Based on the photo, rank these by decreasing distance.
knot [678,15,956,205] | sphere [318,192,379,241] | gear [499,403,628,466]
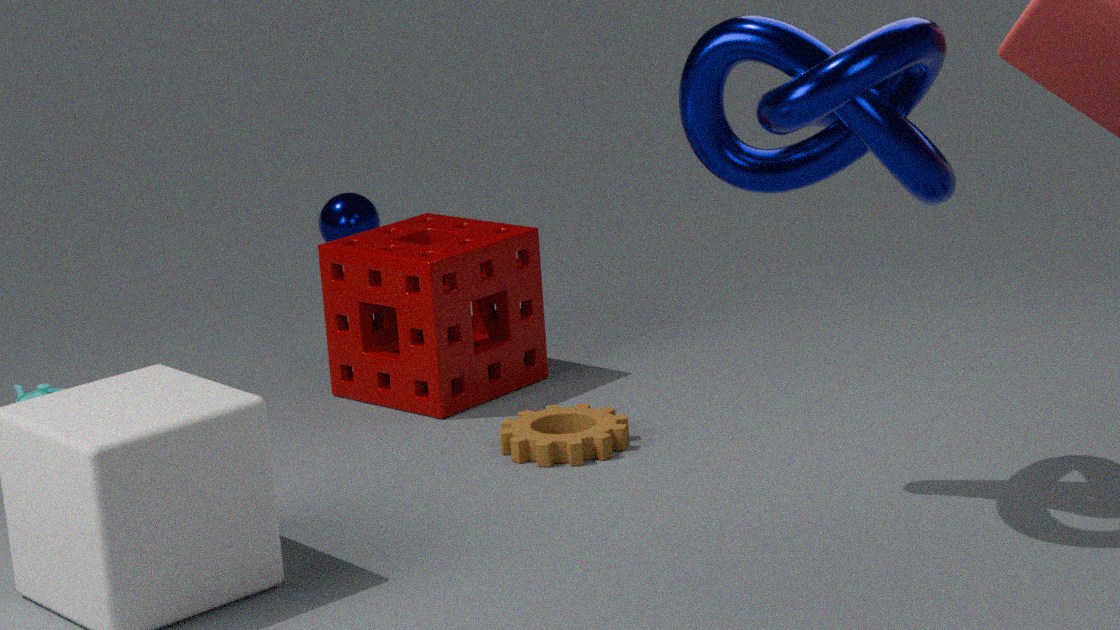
sphere [318,192,379,241]
gear [499,403,628,466]
knot [678,15,956,205]
